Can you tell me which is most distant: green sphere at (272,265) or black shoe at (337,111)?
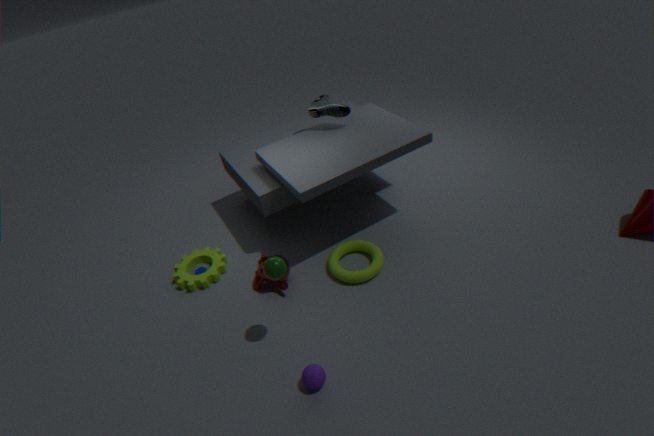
black shoe at (337,111)
